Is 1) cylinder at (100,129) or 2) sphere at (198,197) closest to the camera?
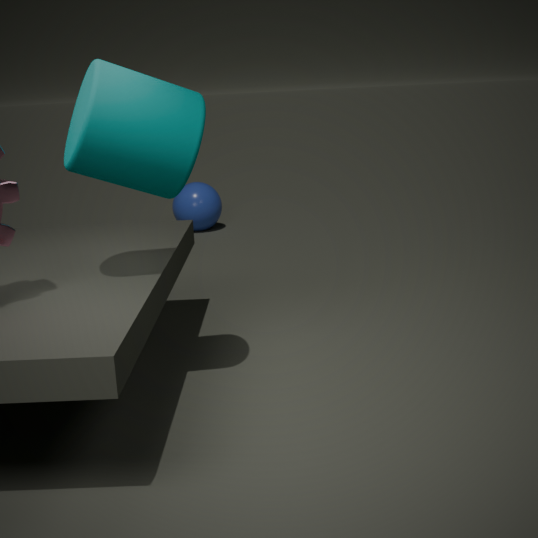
1. cylinder at (100,129)
